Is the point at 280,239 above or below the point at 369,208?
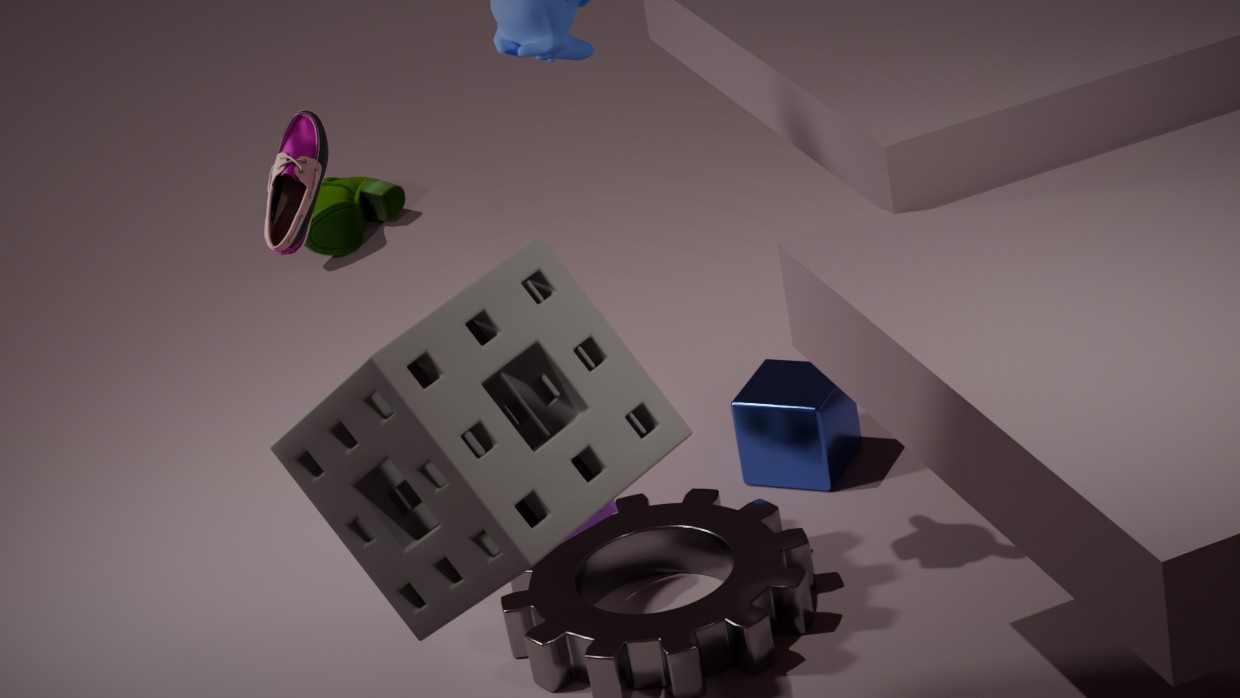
above
